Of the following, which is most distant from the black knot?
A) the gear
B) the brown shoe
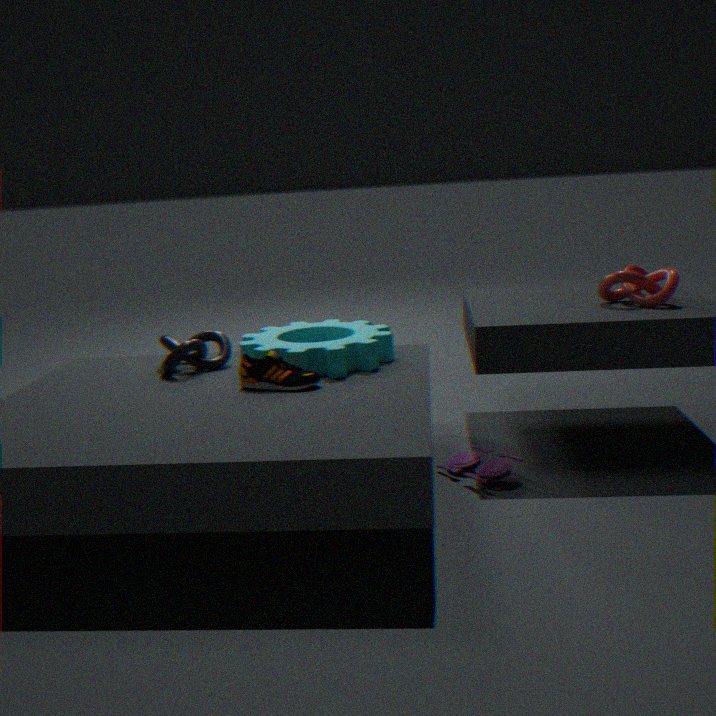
the brown shoe
